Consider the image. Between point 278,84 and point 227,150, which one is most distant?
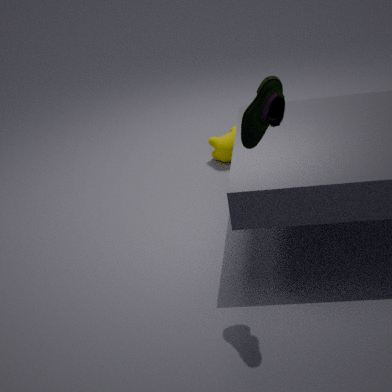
point 227,150
